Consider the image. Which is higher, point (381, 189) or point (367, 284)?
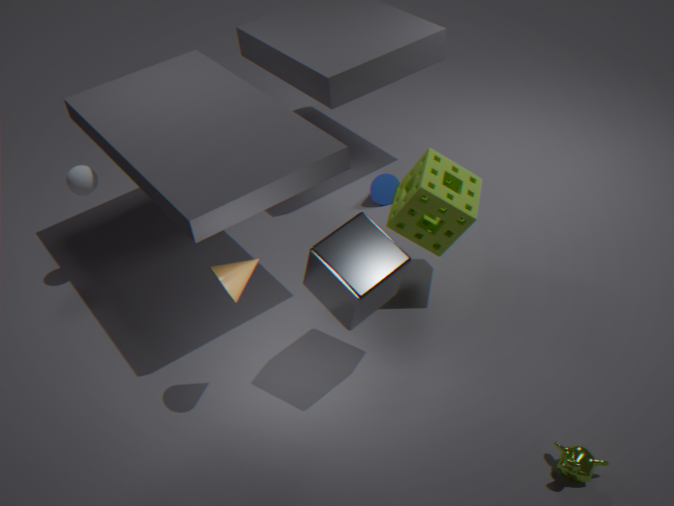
point (367, 284)
